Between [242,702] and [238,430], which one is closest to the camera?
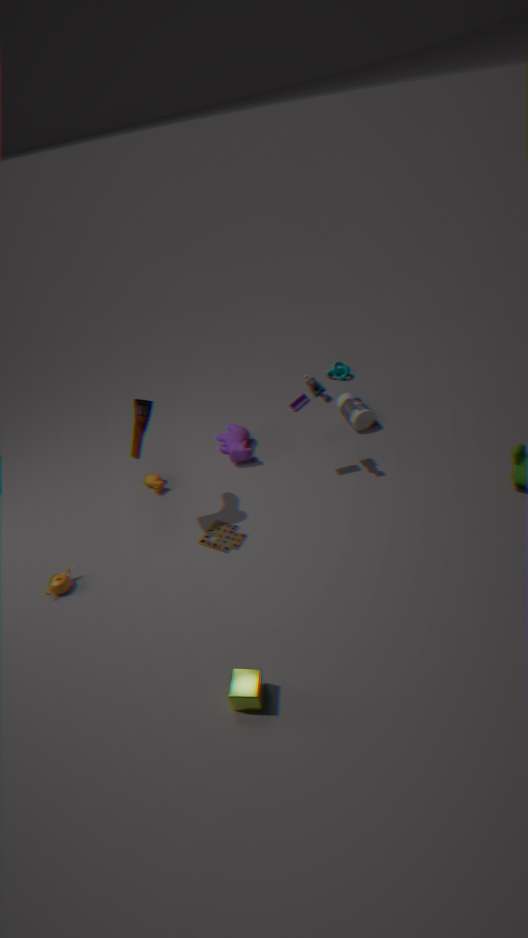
[242,702]
